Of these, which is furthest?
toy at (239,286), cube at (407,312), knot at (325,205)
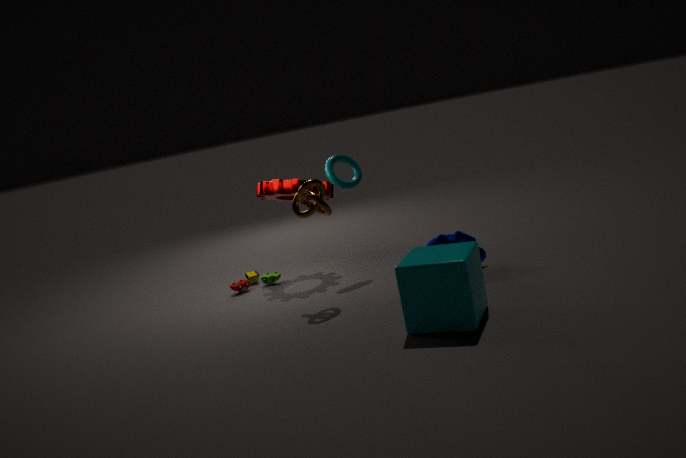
toy at (239,286)
